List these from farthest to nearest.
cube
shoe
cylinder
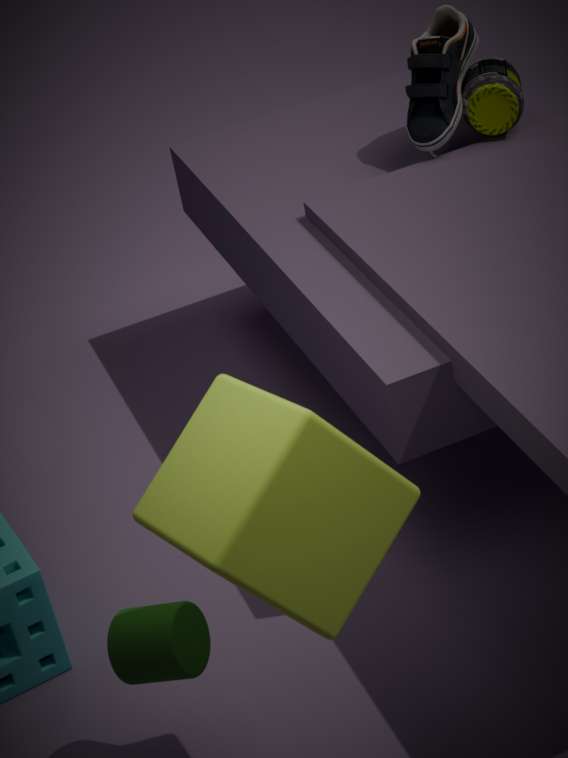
shoe, cylinder, cube
